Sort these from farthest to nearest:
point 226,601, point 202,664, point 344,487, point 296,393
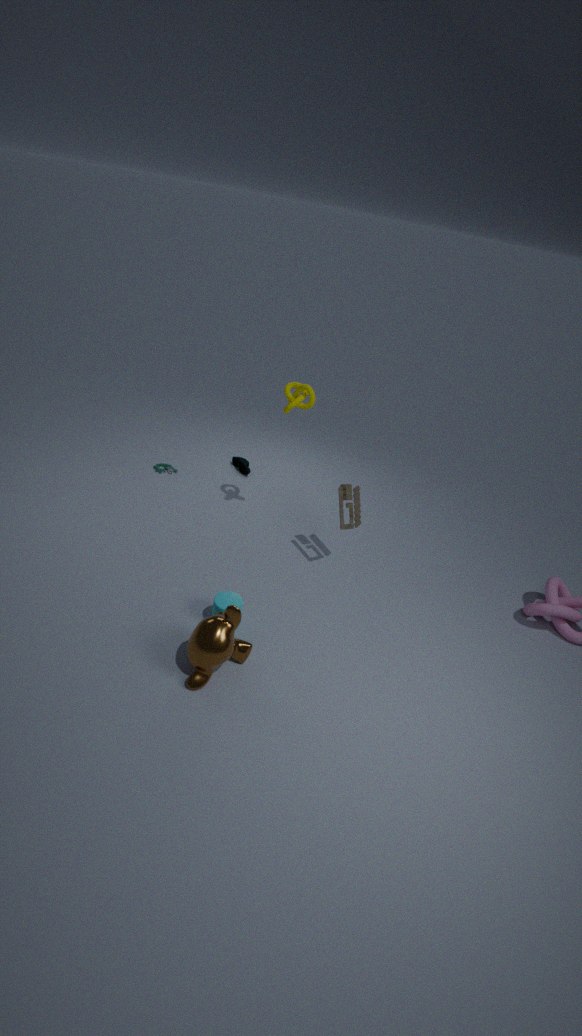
point 296,393 → point 344,487 → point 226,601 → point 202,664
